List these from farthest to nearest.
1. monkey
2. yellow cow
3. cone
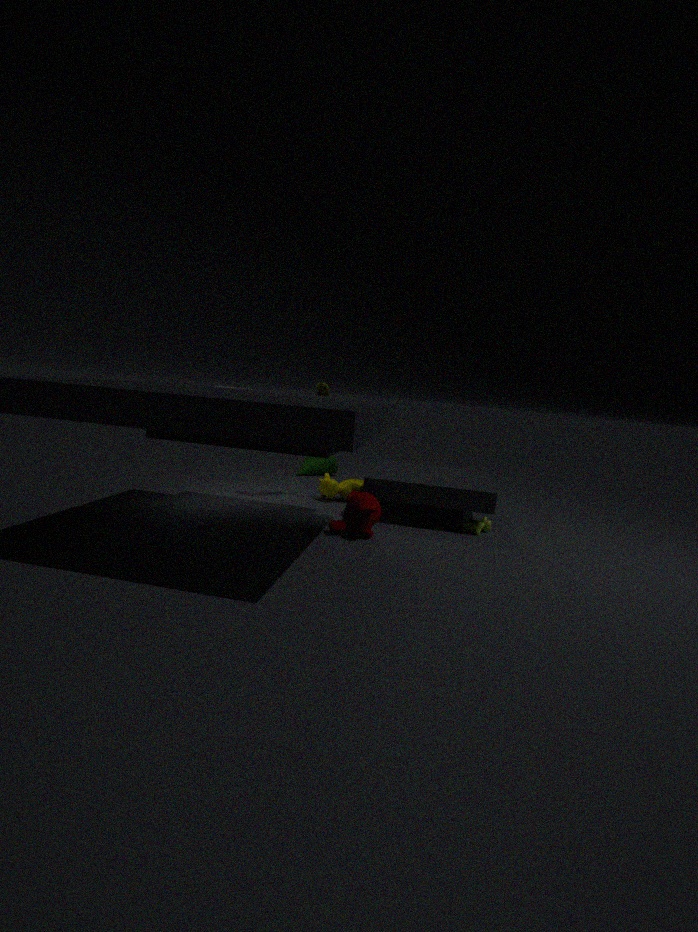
cone
yellow cow
monkey
